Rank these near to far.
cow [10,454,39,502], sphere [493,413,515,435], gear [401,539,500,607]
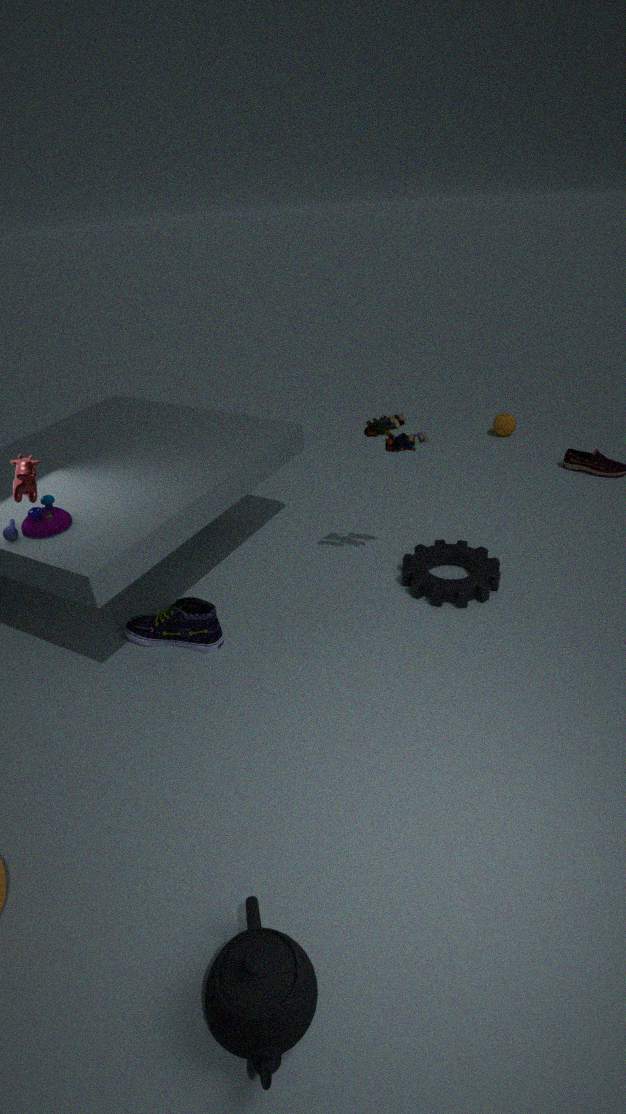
cow [10,454,39,502]
gear [401,539,500,607]
sphere [493,413,515,435]
